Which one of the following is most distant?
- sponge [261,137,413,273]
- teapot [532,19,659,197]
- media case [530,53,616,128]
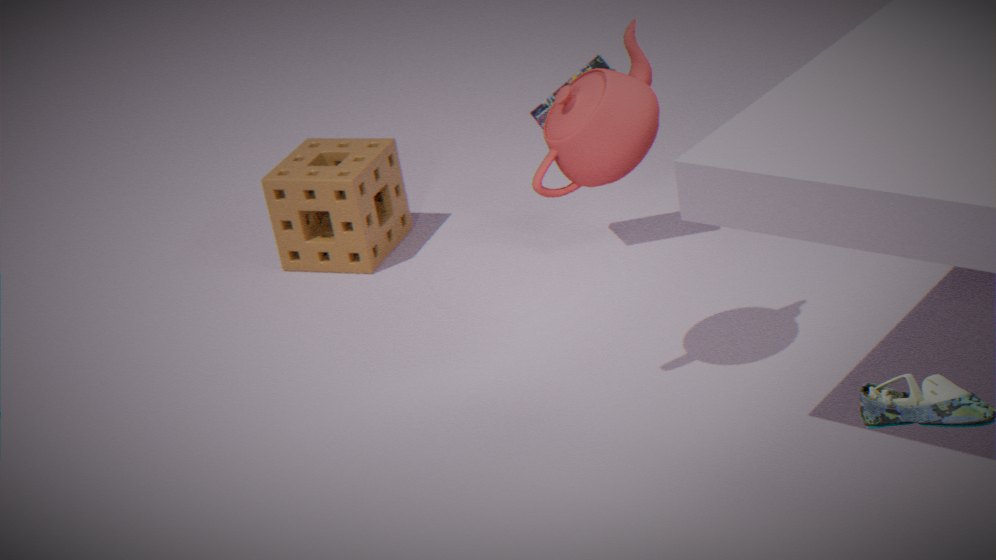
sponge [261,137,413,273]
